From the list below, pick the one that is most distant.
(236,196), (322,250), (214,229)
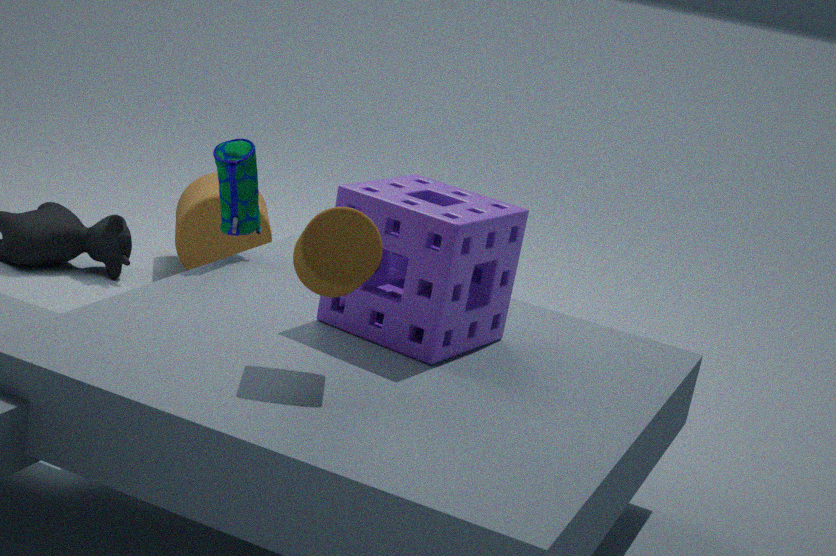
(214,229)
